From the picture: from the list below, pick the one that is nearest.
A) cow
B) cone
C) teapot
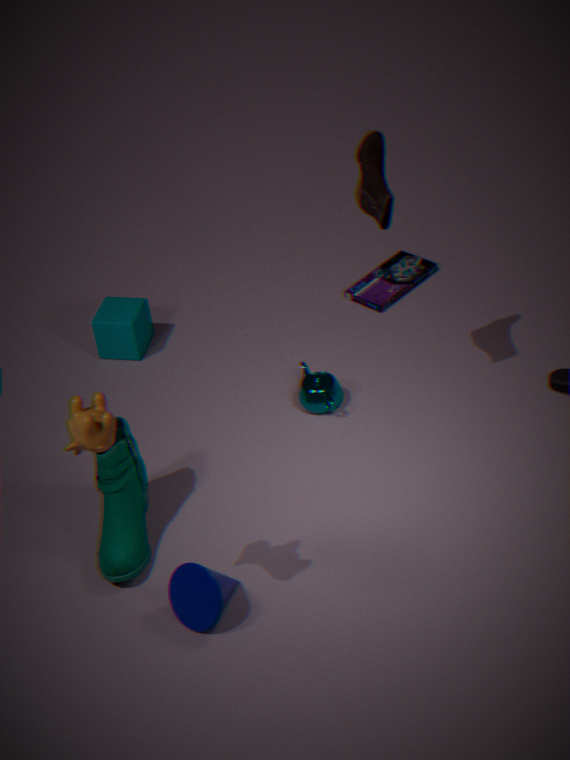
cow
